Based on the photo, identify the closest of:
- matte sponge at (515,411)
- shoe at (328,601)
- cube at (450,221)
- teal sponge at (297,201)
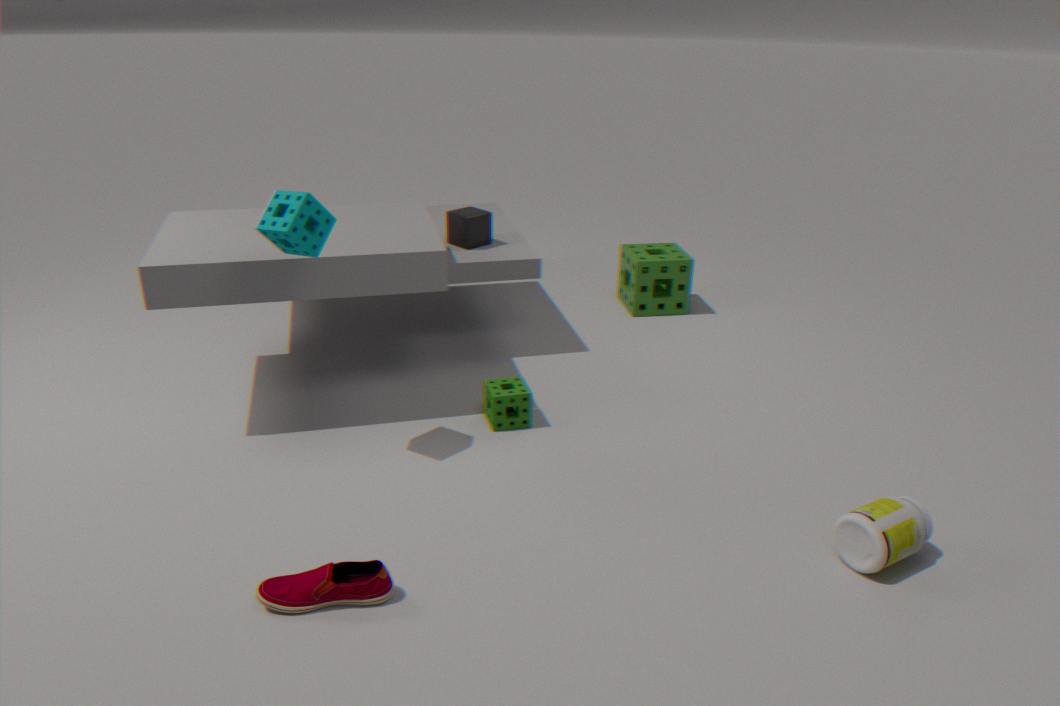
shoe at (328,601)
